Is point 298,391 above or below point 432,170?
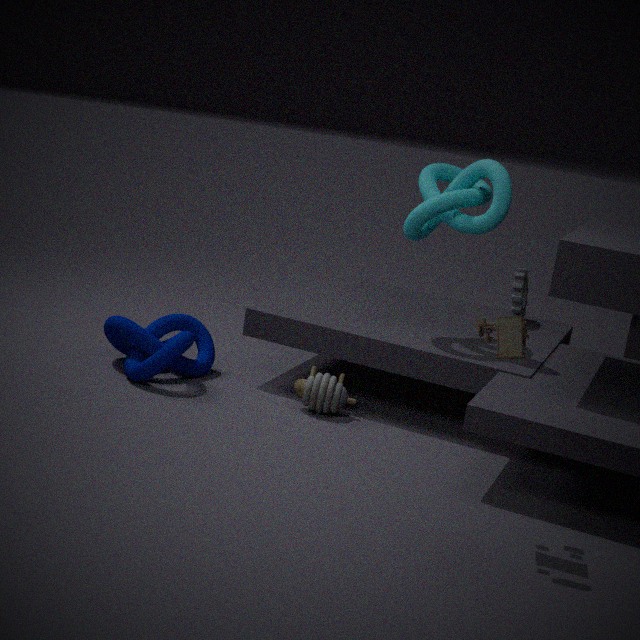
below
